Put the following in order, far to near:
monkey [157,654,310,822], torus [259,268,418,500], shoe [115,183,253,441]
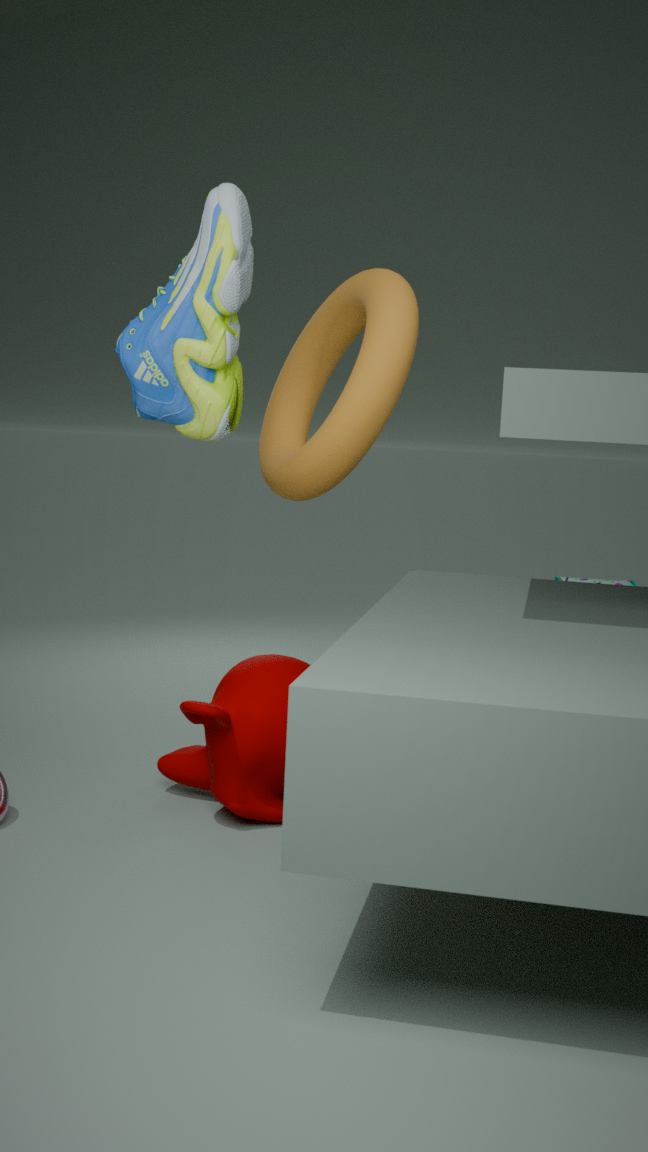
1. torus [259,268,418,500]
2. monkey [157,654,310,822]
3. shoe [115,183,253,441]
